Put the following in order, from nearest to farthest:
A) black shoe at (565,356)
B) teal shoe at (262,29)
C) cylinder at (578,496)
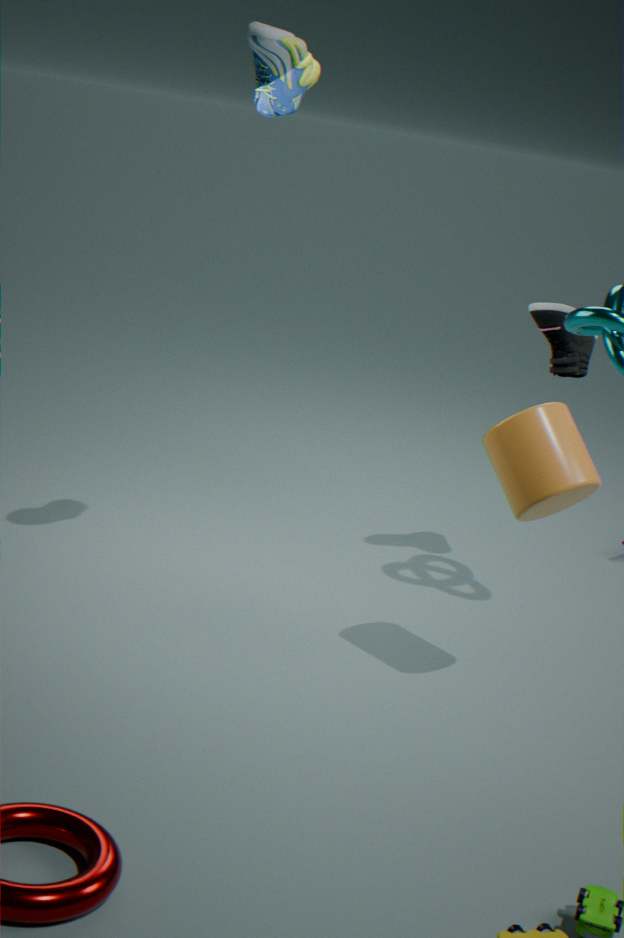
teal shoe at (262,29) < cylinder at (578,496) < black shoe at (565,356)
